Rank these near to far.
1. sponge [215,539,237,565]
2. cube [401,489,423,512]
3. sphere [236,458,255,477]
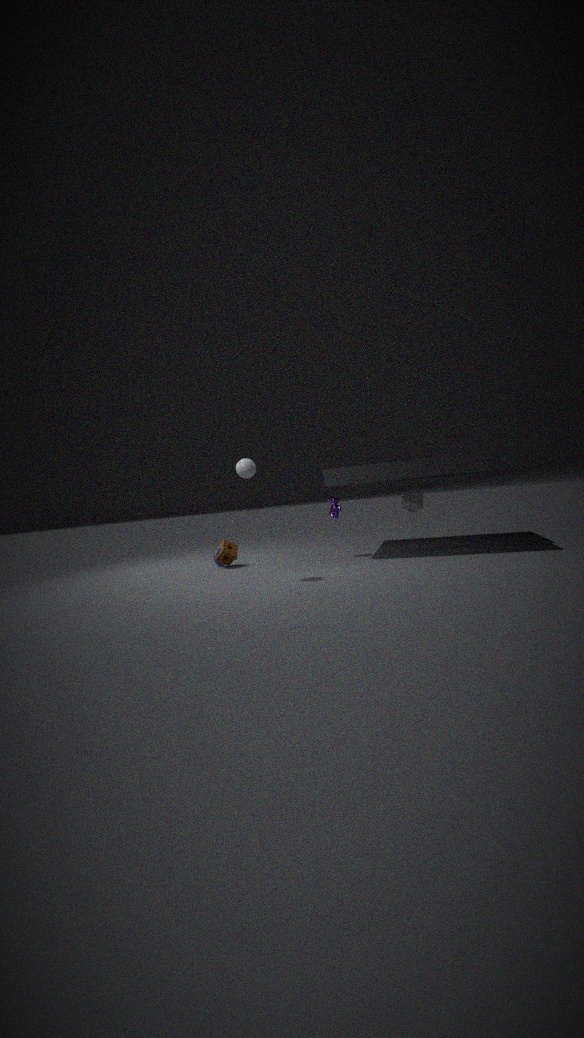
1. sphere [236,458,255,477]
2. sponge [215,539,237,565]
3. cube [401,489,423,512]
